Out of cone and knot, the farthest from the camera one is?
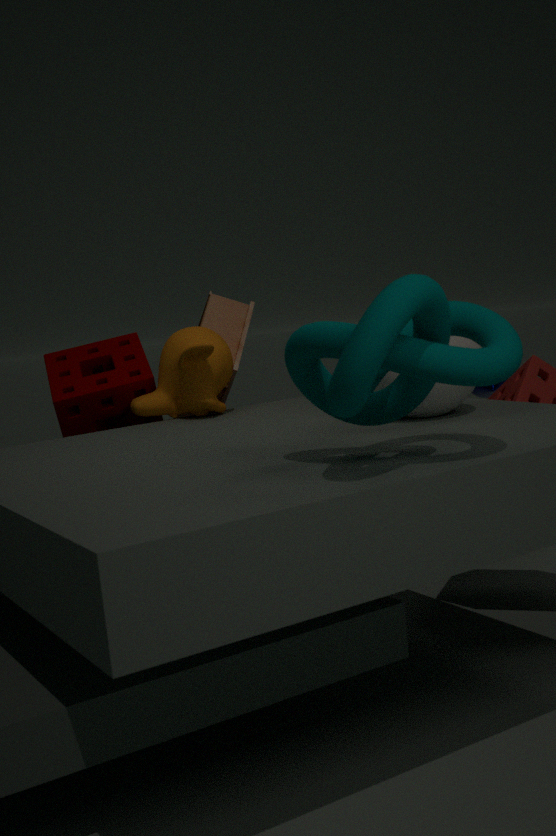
cone
